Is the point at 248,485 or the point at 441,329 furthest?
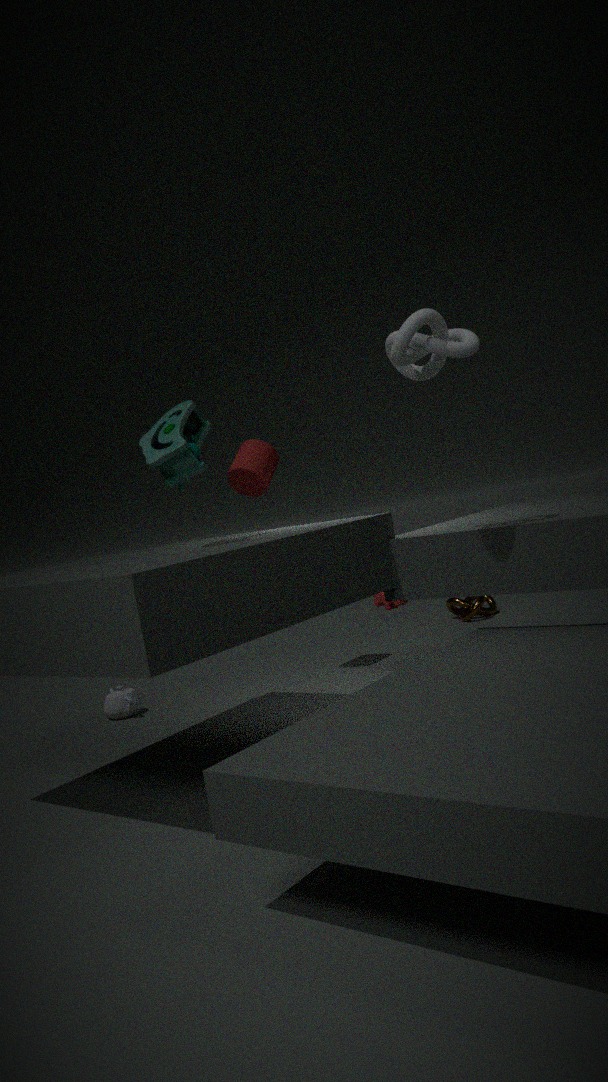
the point at 248,485
